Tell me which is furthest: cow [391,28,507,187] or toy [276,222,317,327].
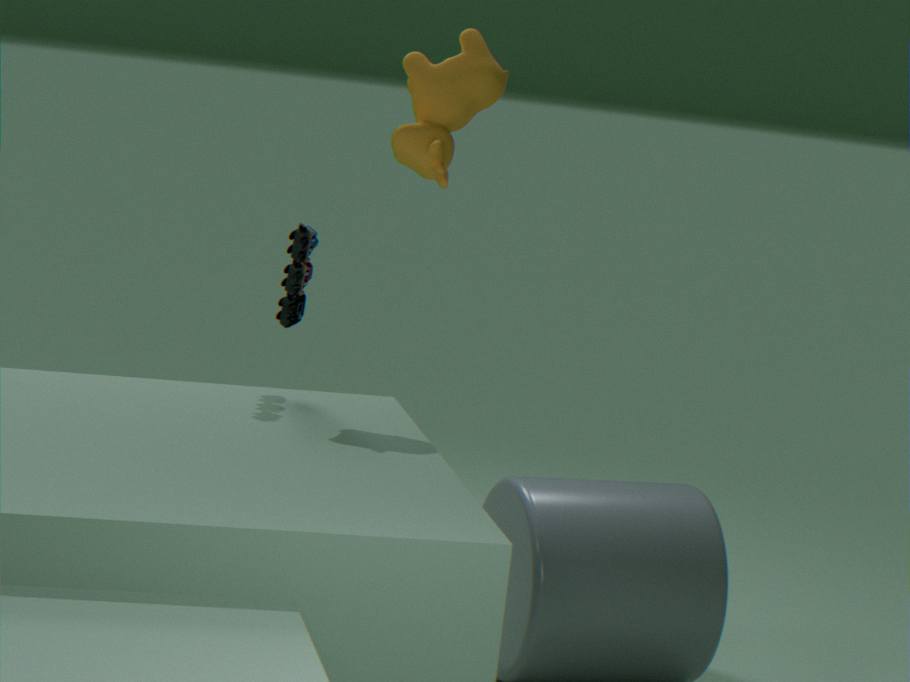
toy [276,222,317,327]
